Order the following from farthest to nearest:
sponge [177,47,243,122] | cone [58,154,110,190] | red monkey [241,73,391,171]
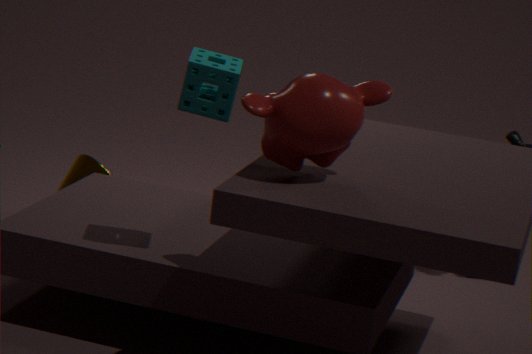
1. cone [58,154,110,190]
2. sponge [177,47,243,122]
3. red monkey [241,73,391,171]
